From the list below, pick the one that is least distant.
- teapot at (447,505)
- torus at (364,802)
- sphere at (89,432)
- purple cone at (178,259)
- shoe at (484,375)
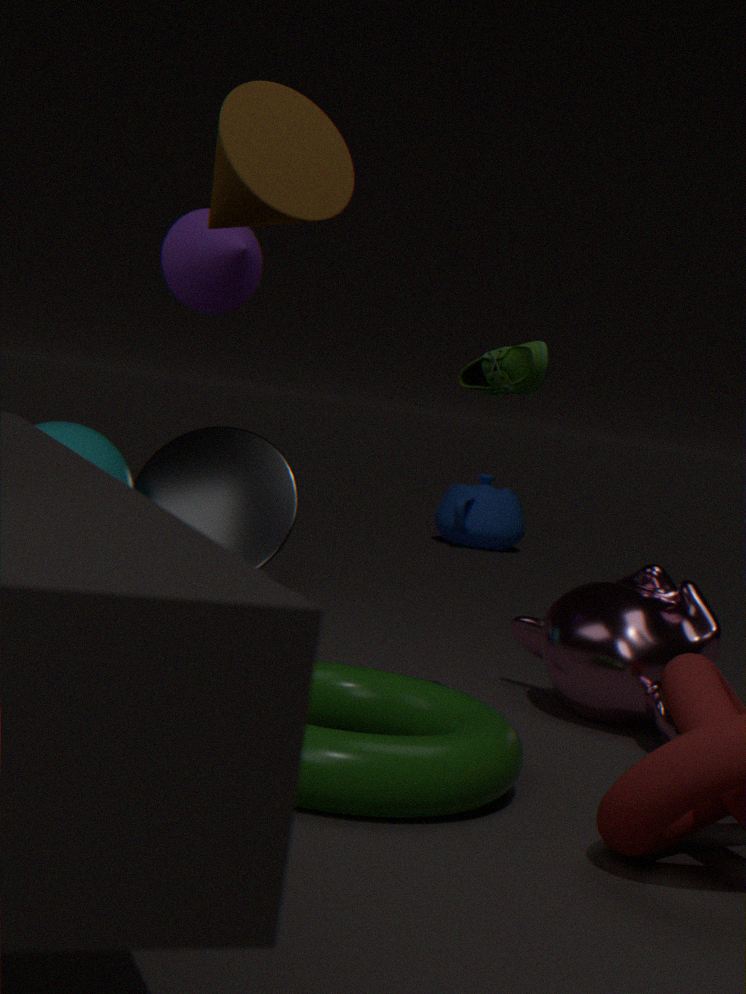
torus at (364,802)
